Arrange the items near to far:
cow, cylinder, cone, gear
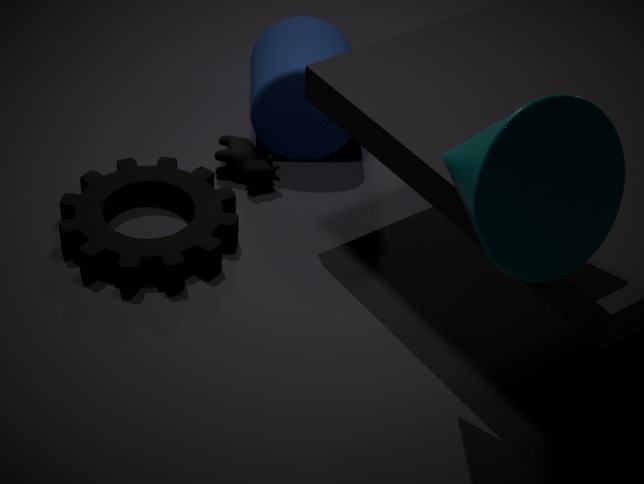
→ cone, gear, cow, cylinder
